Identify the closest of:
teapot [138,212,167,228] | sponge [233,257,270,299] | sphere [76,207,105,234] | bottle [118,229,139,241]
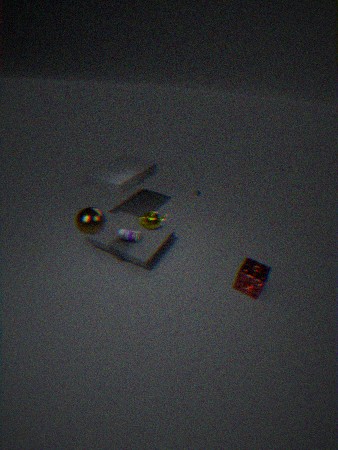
sphere [76,207,105,234]
